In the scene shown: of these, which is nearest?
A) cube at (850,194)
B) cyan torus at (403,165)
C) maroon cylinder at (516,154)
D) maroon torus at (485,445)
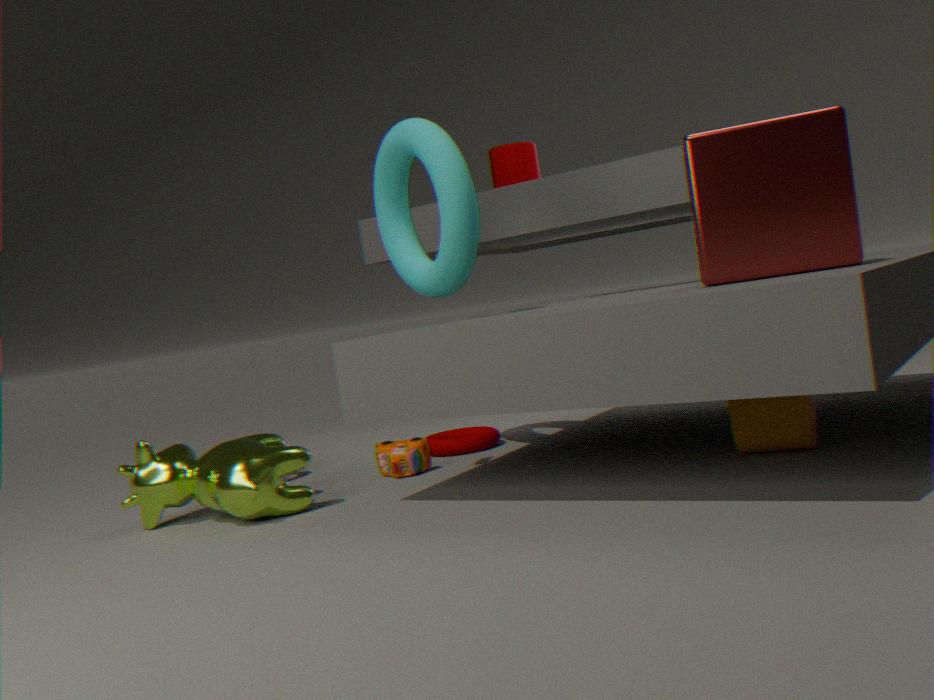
A. cube at (850,194)
